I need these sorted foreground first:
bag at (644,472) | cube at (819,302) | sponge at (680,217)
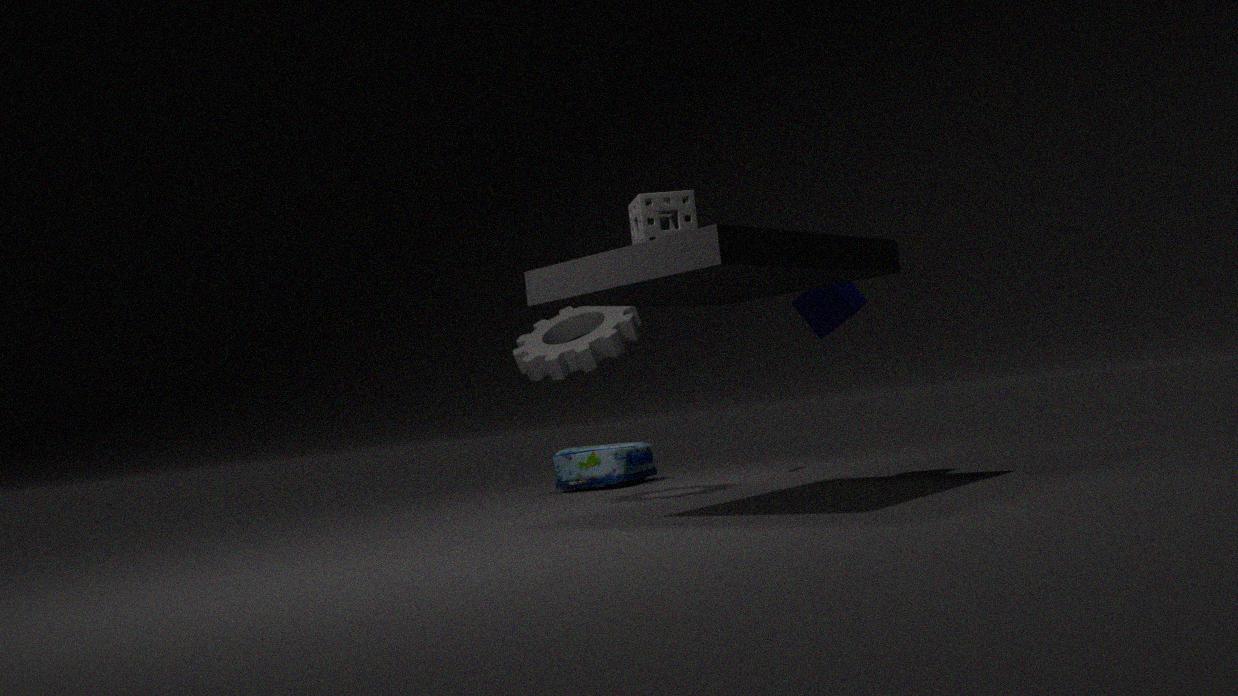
sponge at (680,217) → cube at (819,302) → bag at (644,472)
